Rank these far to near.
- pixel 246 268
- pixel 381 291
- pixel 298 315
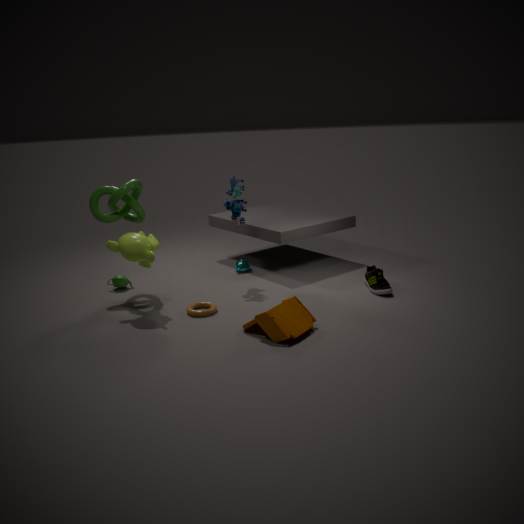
pixel 246 268, pixel 381 291, pixel 298 315
